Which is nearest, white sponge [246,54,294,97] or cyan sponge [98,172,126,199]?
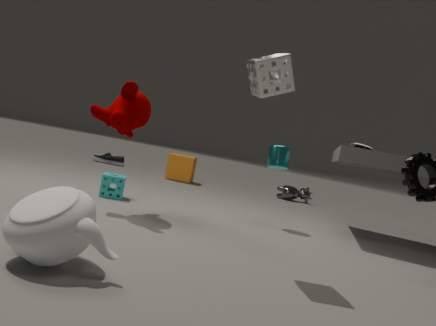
white sponge [246,54,294,97]
